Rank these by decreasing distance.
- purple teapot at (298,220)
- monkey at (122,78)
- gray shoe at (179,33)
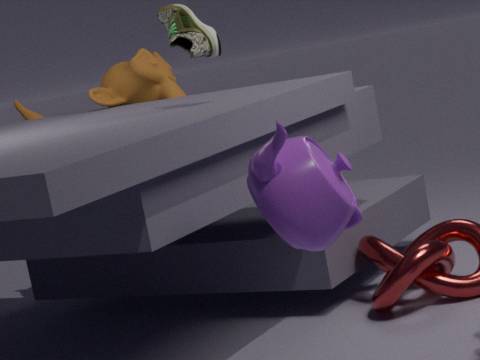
monkey at (122,78), gray shoe at (179,33), purple teapot at (298,220)
